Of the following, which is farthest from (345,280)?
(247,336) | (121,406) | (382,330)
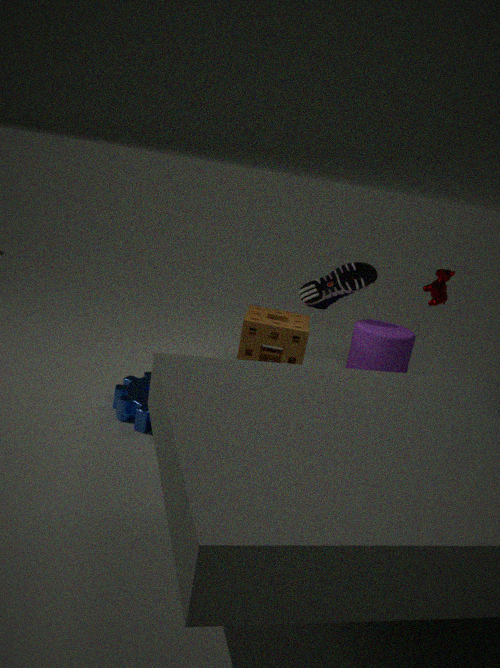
(121,406)
